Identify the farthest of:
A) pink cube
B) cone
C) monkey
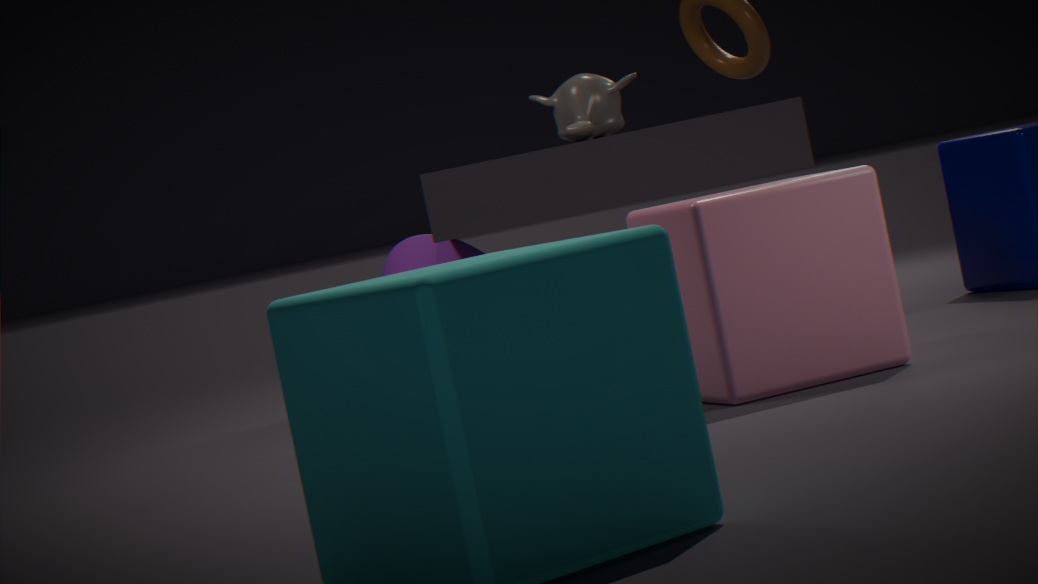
cone
